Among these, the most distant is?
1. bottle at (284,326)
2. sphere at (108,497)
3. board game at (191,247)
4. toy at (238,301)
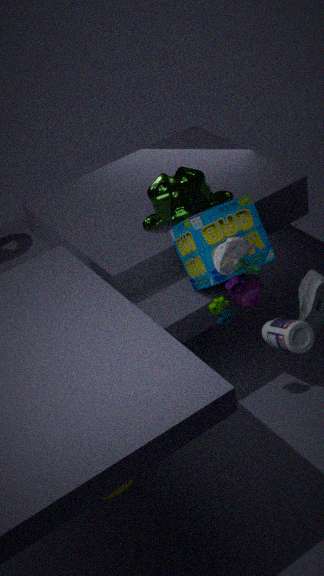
board game at (191,247)
